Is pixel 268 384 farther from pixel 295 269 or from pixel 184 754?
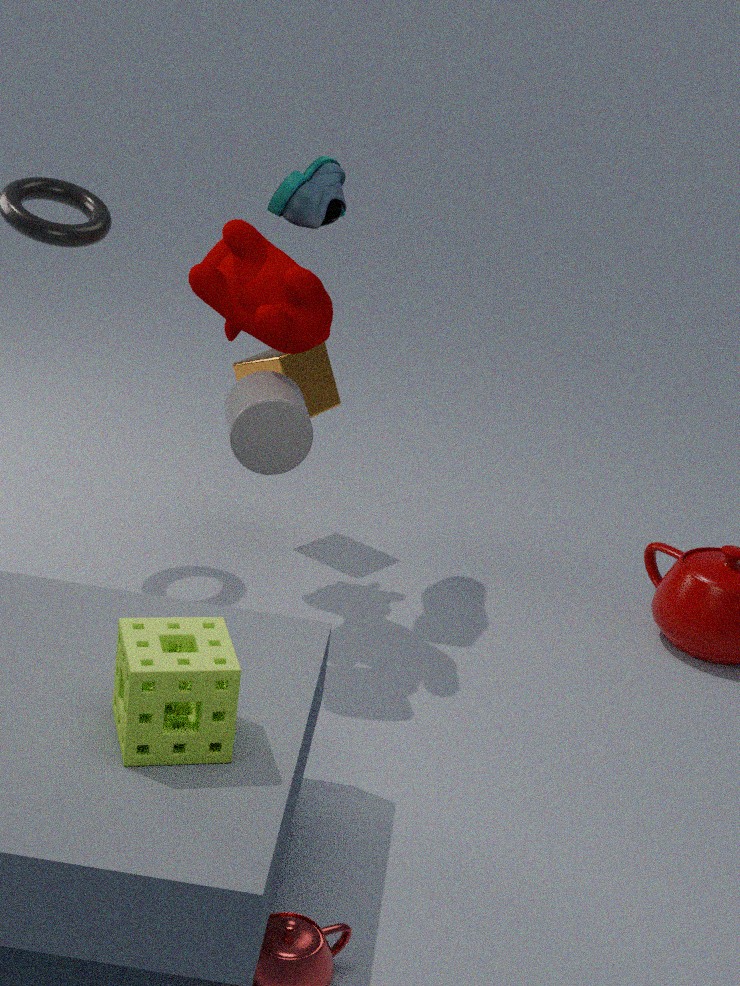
pixel 184 754
